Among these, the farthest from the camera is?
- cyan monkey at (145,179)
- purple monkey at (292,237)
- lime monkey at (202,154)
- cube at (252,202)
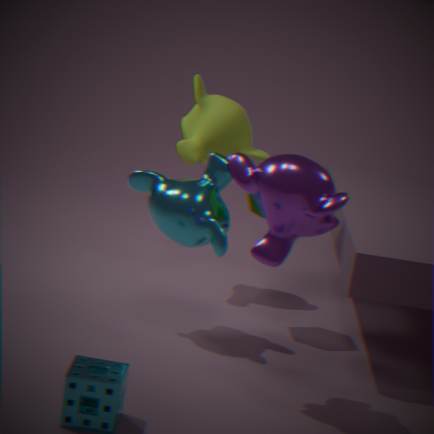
lime monkey at (202,154)
